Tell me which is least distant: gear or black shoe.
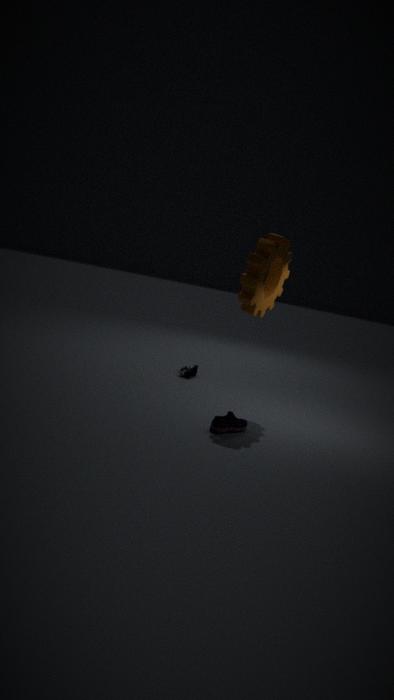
gear
